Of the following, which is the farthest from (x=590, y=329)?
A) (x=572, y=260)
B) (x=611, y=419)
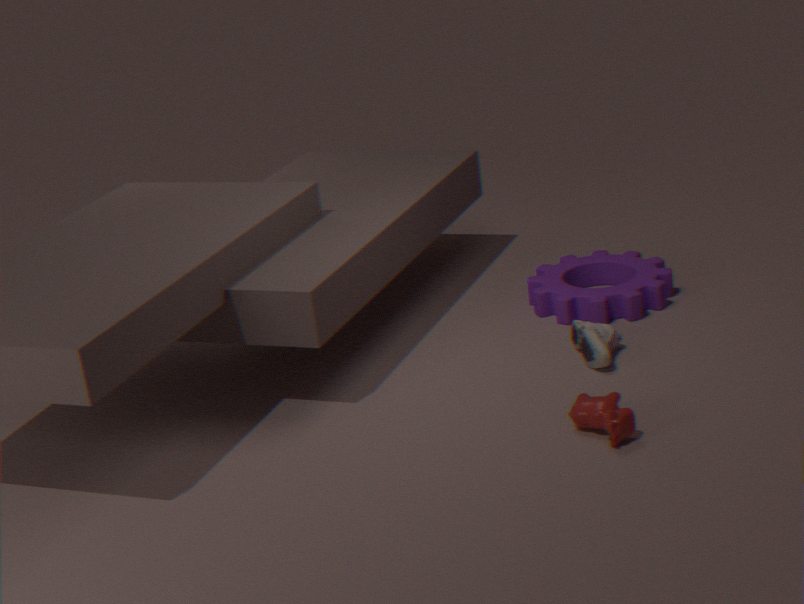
(x=611, y=419)
